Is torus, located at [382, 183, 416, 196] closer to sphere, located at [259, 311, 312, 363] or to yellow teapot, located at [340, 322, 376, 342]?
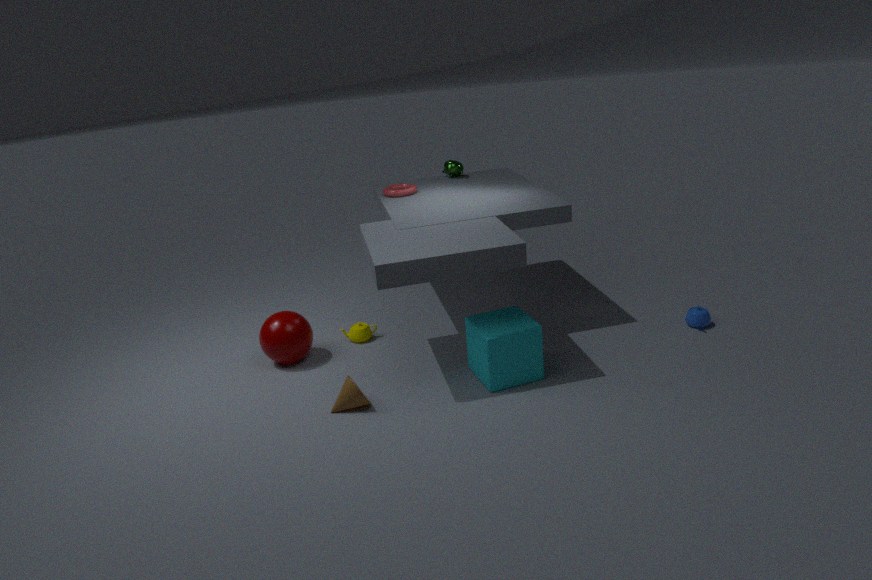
yellow teapot, located at [340, 322, 376, 342]
